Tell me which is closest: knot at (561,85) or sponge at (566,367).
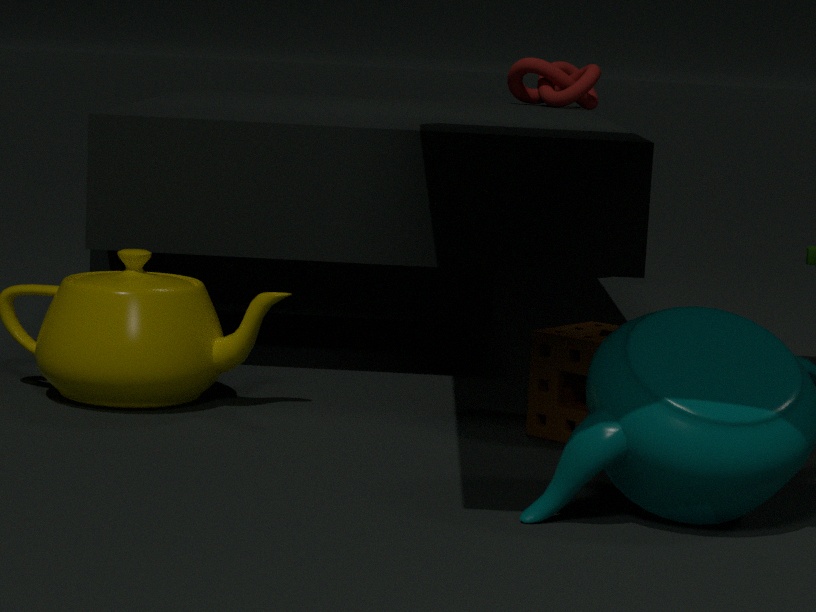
sponge at (566,367)
